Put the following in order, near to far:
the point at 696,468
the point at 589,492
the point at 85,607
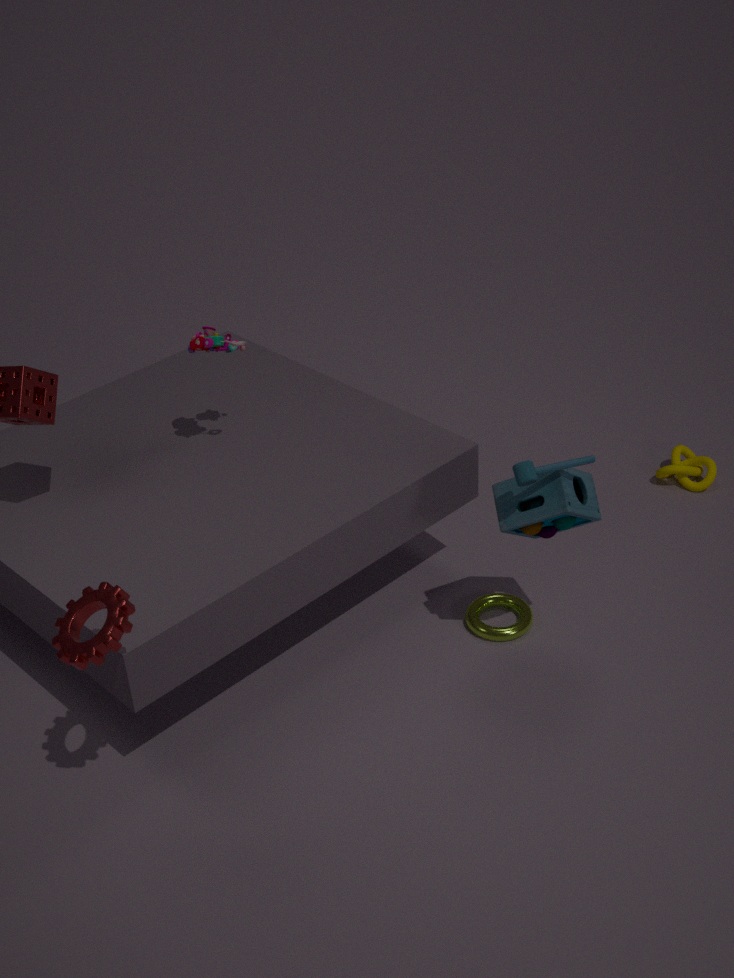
the point at 85,607 → the point at 589,492 → the point at 696,468
